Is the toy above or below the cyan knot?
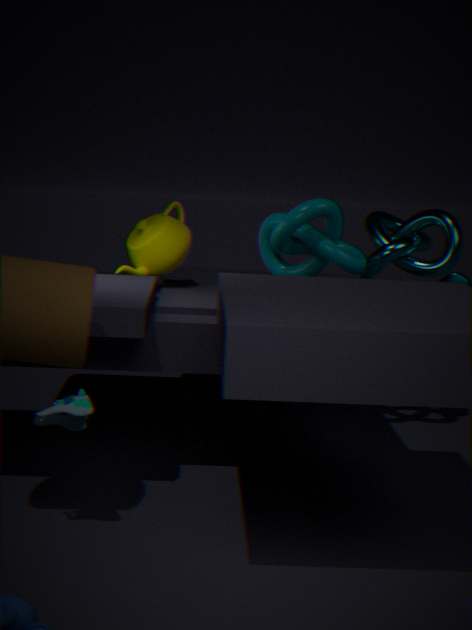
below
